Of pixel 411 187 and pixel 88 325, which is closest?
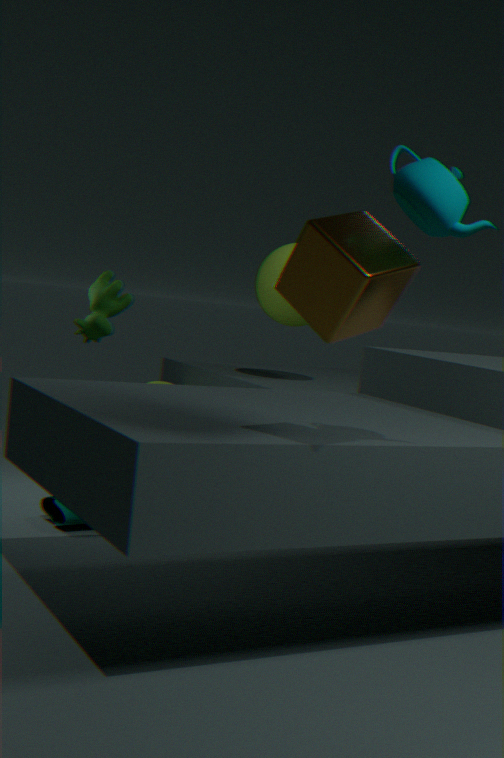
pixel 411 187
